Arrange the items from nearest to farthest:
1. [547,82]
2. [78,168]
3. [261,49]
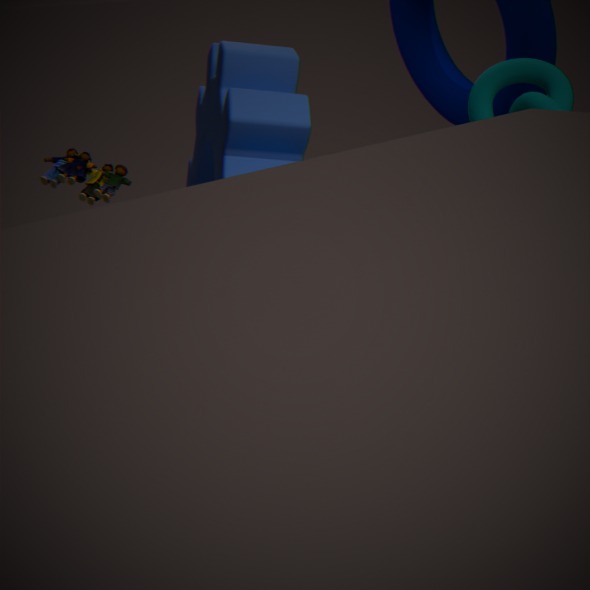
[261,49] → [547,82] → [78,168]
